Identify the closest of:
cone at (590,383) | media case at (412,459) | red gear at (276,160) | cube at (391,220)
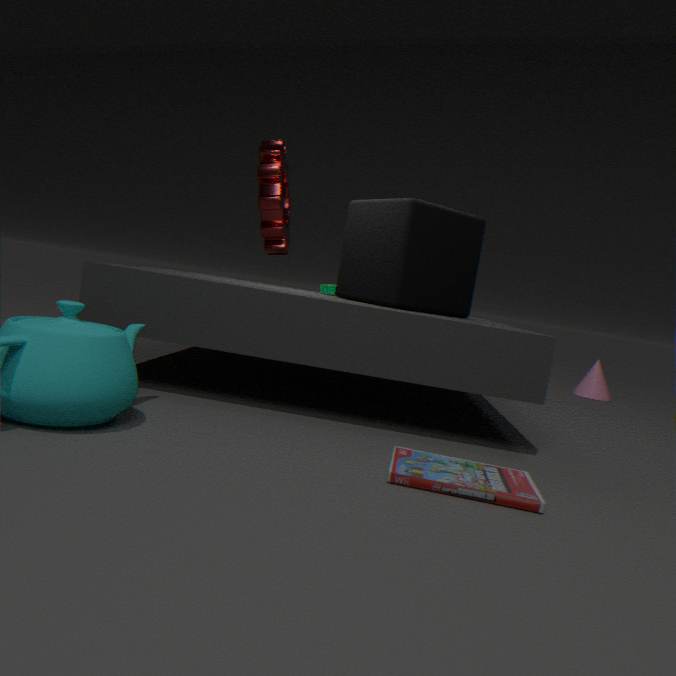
media case at (412,459)
